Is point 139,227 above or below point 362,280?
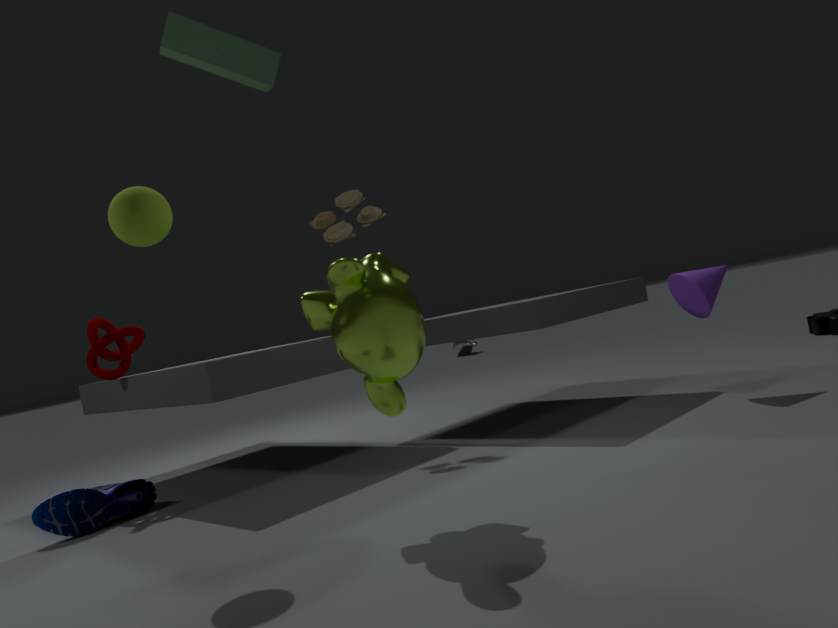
above
